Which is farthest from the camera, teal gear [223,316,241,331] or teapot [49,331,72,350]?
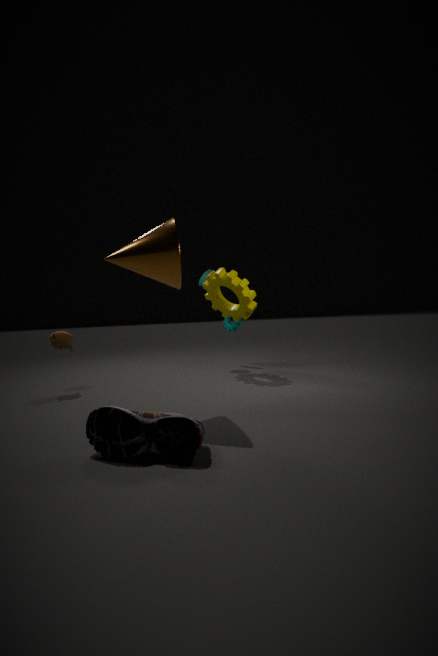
teal gear [223,316,241,331]
